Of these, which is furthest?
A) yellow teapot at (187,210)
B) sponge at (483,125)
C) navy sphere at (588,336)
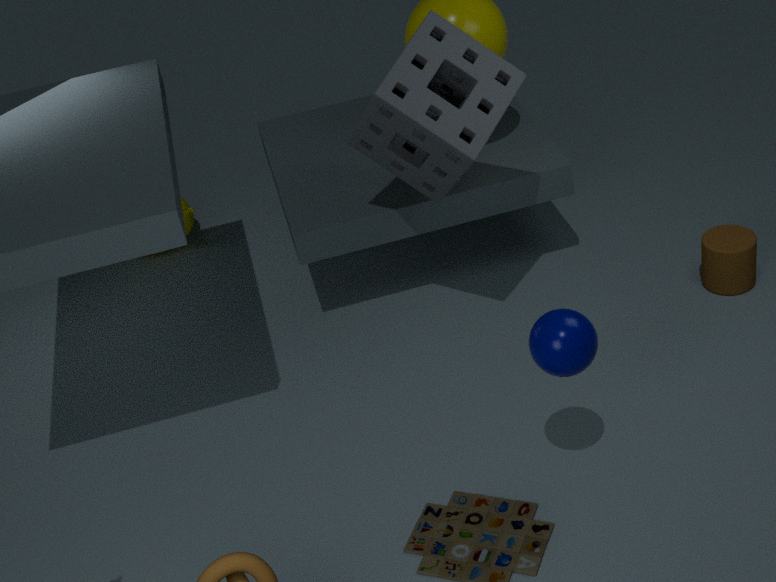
yellow teapot at (187,210)
